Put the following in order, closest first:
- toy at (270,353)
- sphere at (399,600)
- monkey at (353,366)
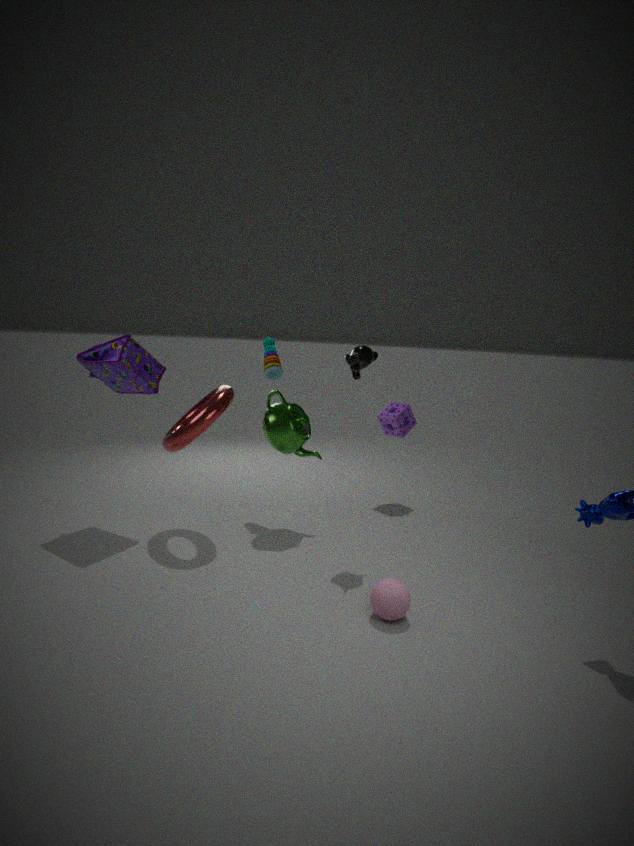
sphere at (399,600)
monkey at (353,366)
toy at (270,353)
